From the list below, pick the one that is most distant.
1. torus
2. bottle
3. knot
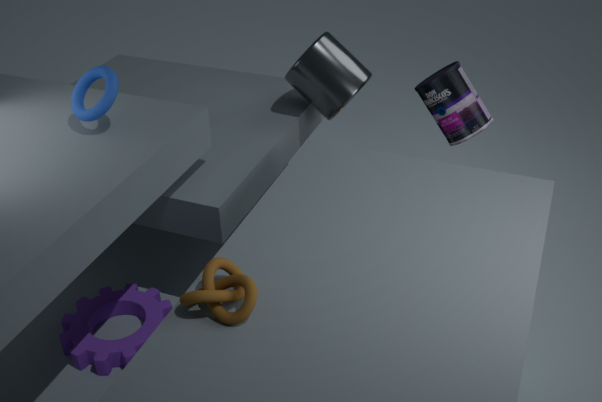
bottle
